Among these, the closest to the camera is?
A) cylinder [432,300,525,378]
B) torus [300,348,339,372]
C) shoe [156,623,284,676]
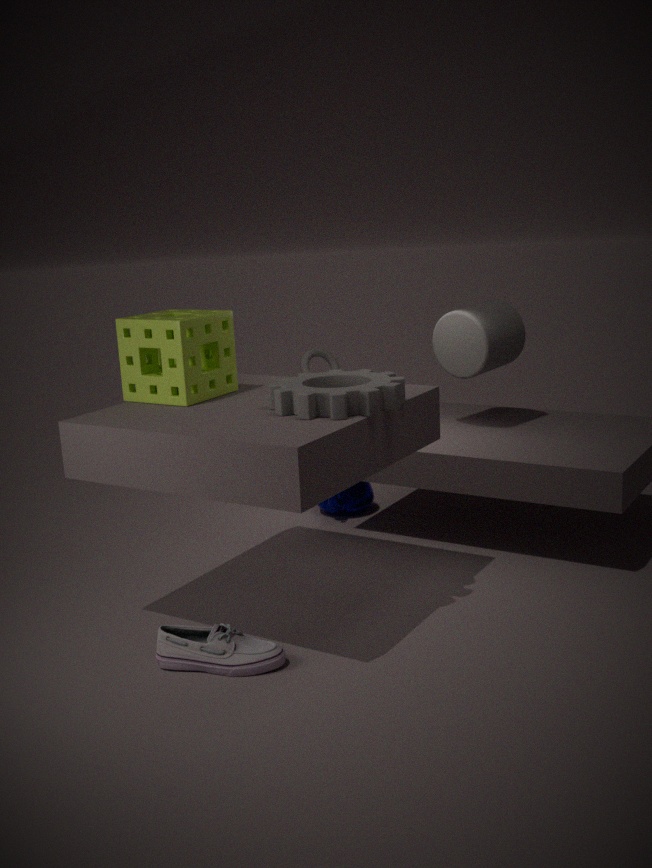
shoe [156,623,284,676]
